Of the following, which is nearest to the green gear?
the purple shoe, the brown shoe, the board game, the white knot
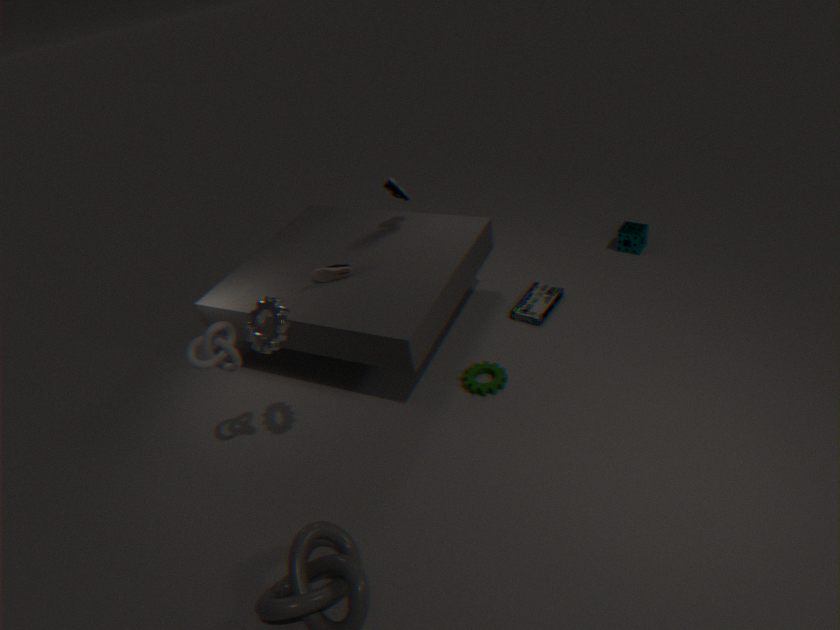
the board game
